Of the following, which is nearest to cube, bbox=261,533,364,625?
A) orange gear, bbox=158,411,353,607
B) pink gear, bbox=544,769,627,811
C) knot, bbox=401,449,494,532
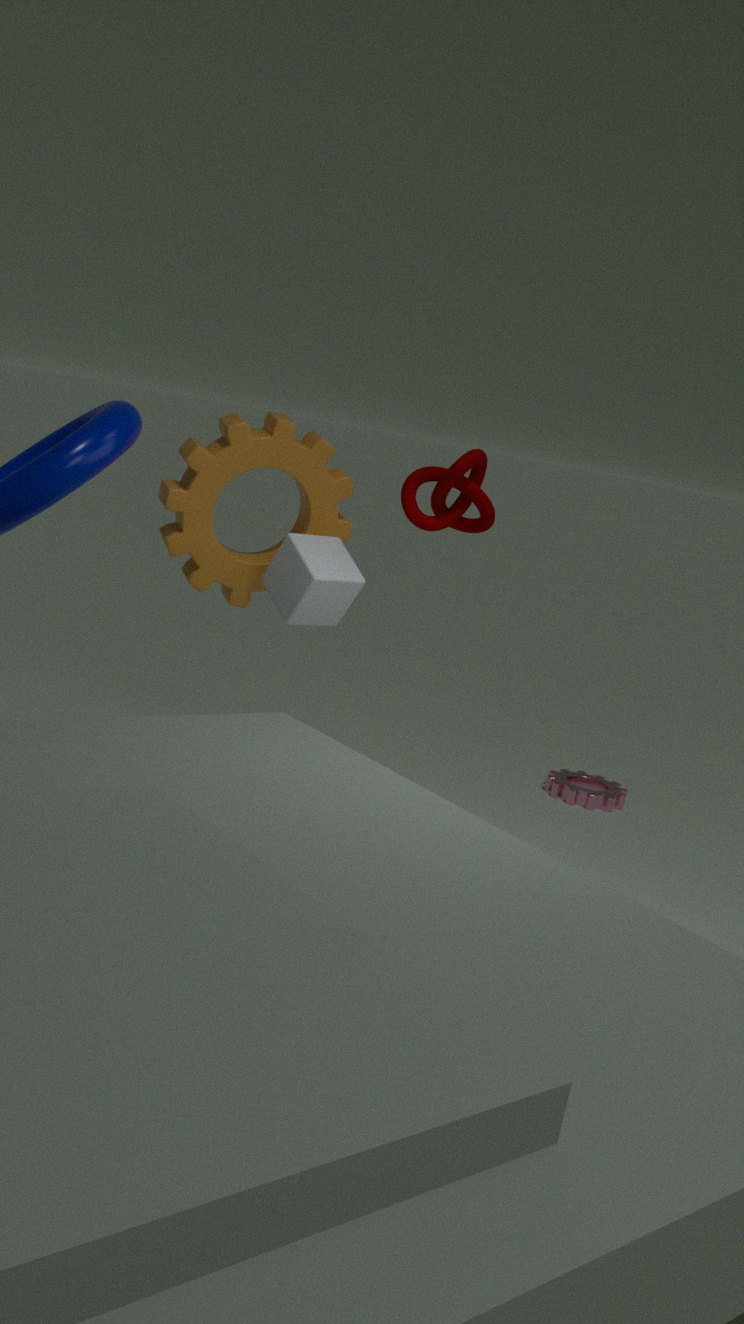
orange gear, bbox=158,411,353,607
